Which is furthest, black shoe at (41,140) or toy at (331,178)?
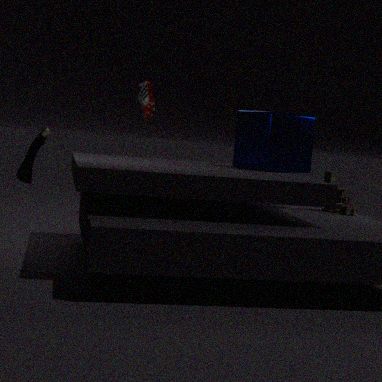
toy at (331,178)
